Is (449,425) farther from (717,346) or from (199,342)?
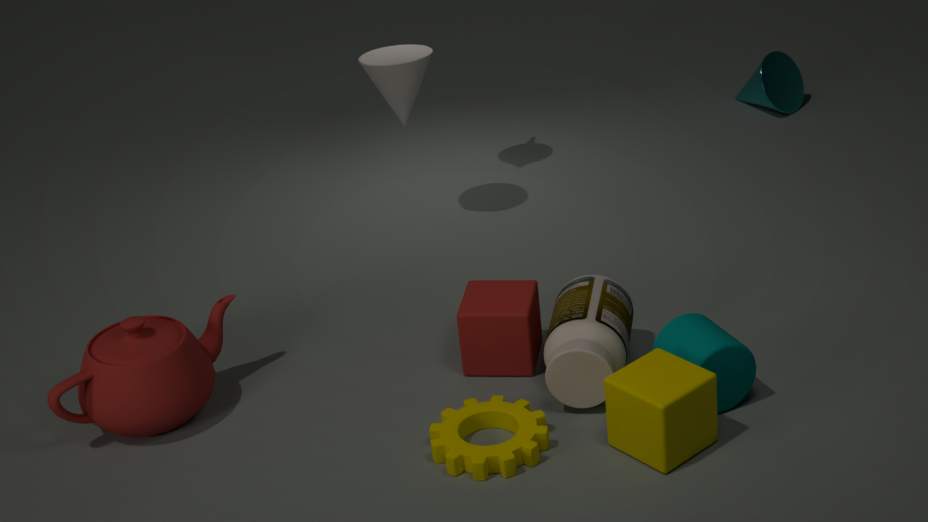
(199,342)
